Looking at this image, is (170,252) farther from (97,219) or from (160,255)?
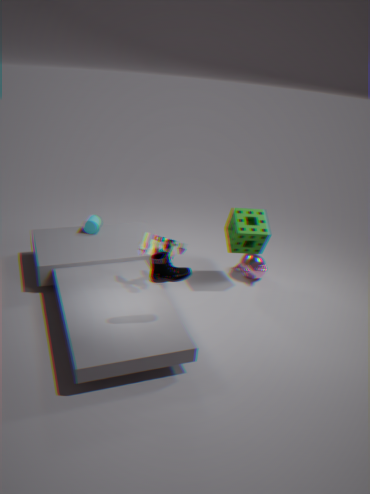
(97,219)
